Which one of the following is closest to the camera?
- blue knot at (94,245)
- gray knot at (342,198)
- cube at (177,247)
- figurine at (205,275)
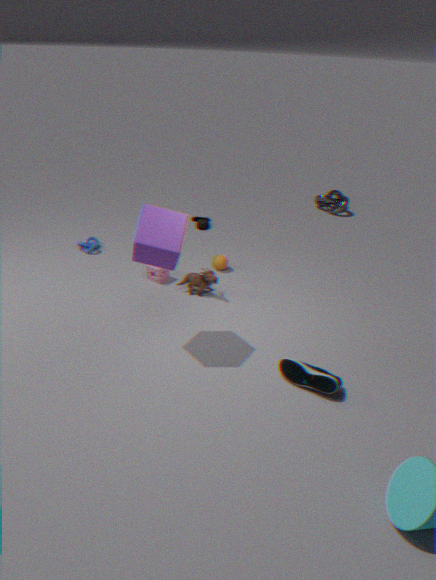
cube at (177,247)
